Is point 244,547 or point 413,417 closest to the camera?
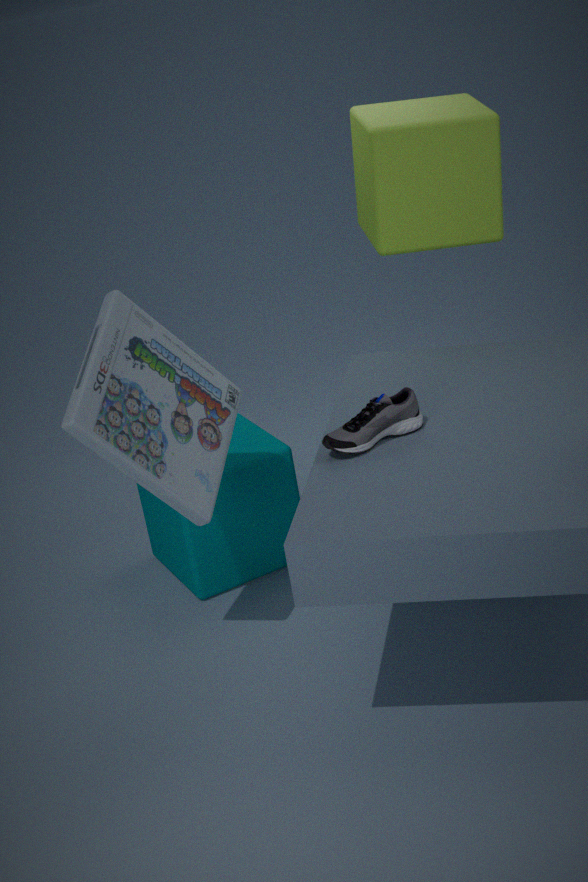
point 413,417
